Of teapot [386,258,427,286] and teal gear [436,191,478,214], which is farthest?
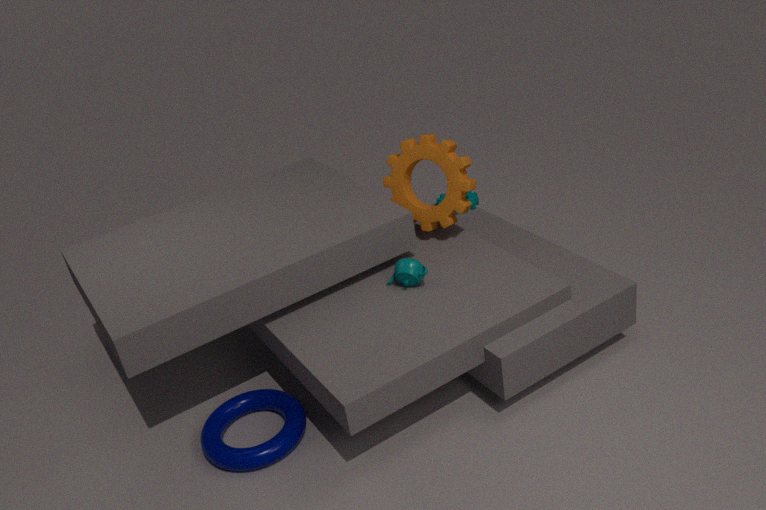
teal gear [436,191,478,214]
